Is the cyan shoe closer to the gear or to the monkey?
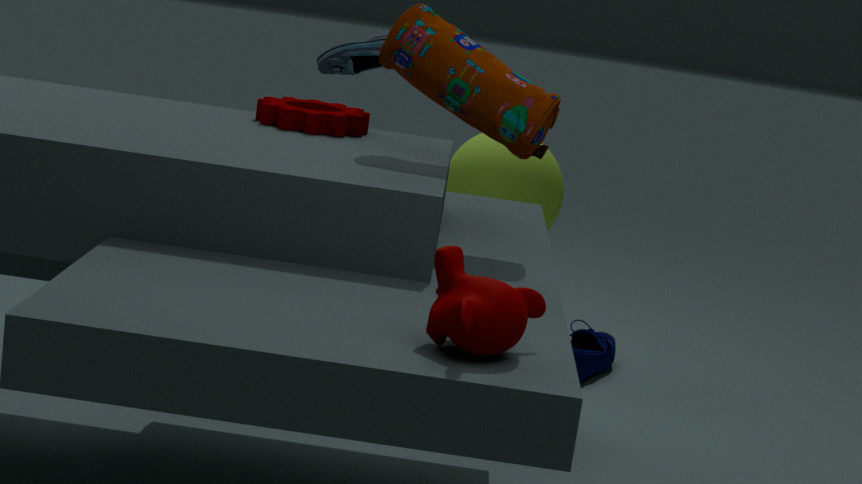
the gear
